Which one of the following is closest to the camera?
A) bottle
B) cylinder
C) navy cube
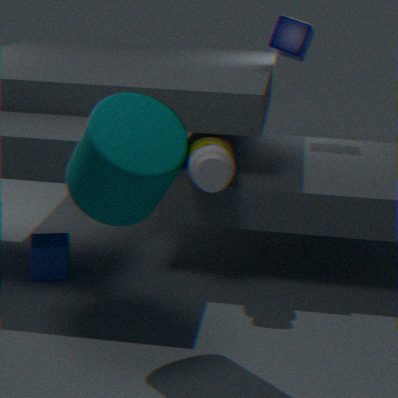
B. cylinder
